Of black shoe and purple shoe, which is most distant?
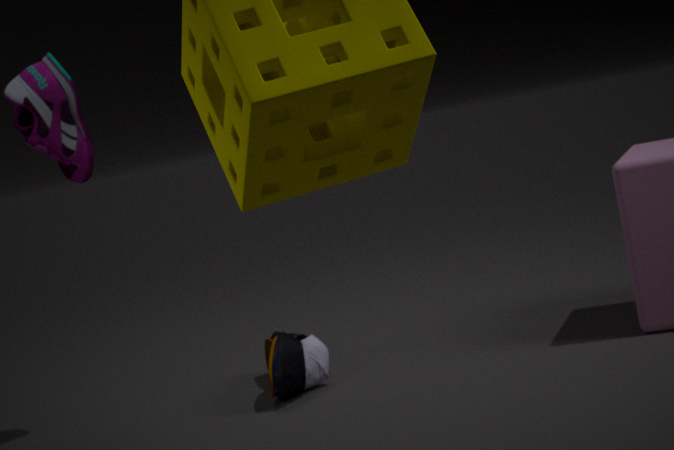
black shoe
